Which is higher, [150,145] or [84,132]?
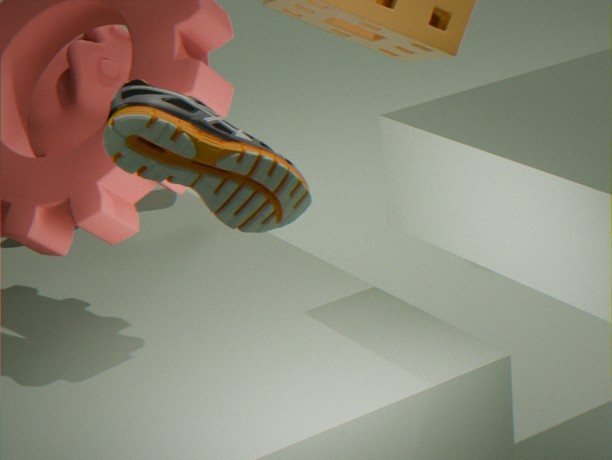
[150,145]
